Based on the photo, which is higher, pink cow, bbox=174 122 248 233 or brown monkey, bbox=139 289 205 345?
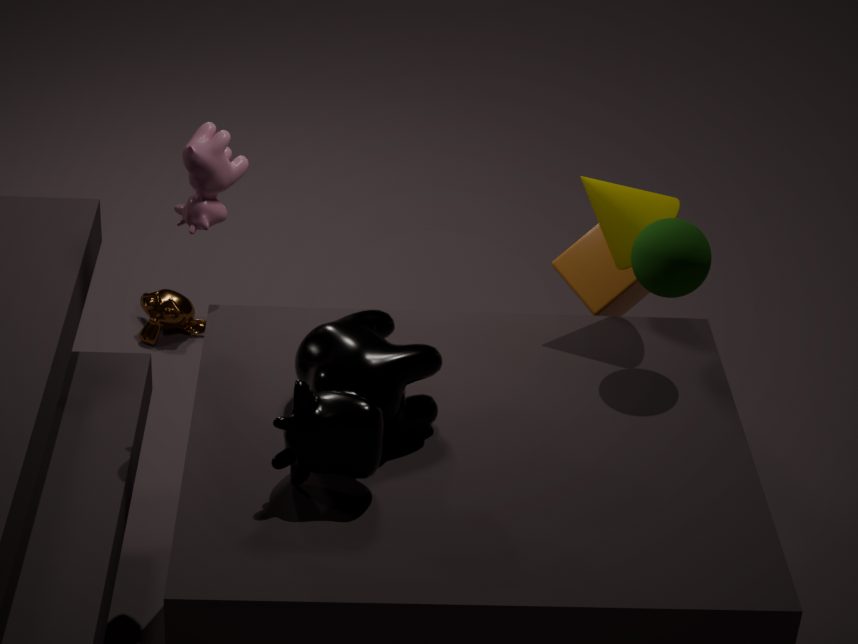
pink cow, bbox=174 122 248 233
